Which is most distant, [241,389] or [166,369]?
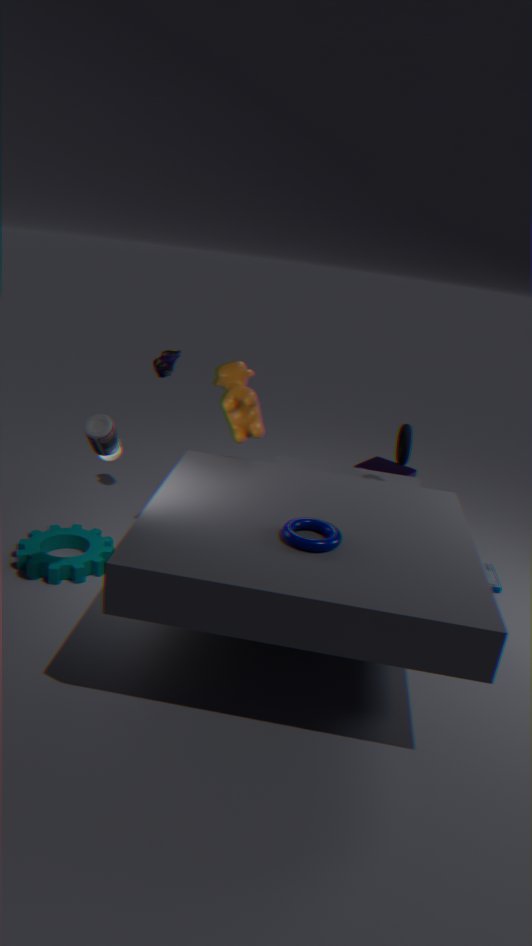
[166,369]
